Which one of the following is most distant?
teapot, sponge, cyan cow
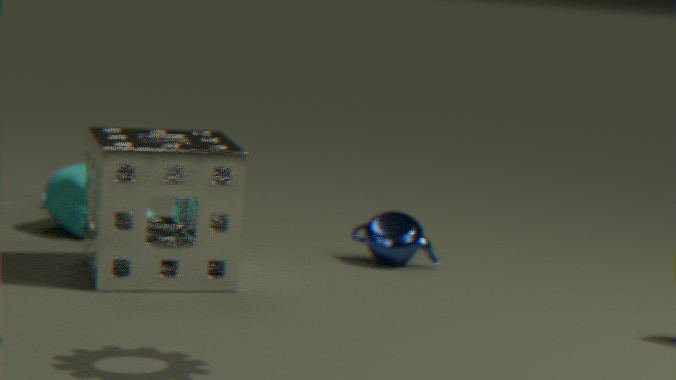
cyan cow
